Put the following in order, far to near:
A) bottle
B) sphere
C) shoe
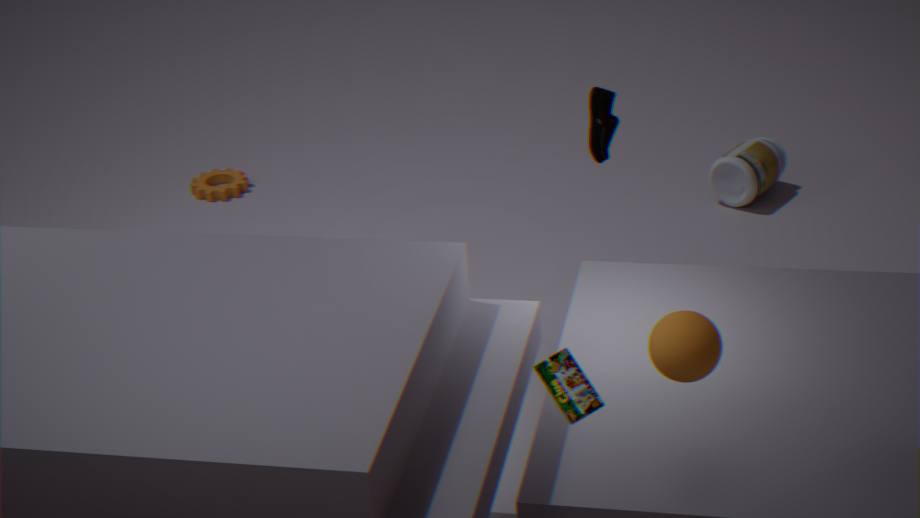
bottle, shoe, sphere
